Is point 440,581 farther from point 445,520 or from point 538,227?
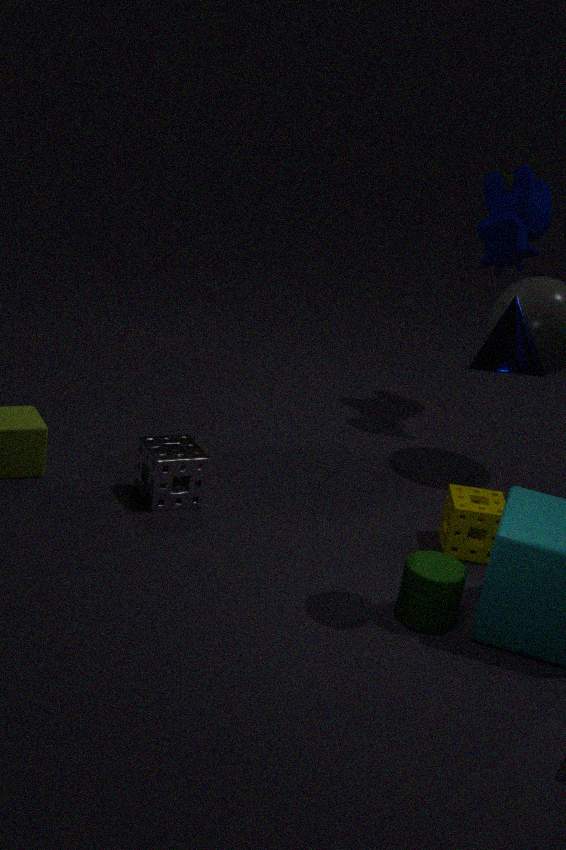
point 538,227
